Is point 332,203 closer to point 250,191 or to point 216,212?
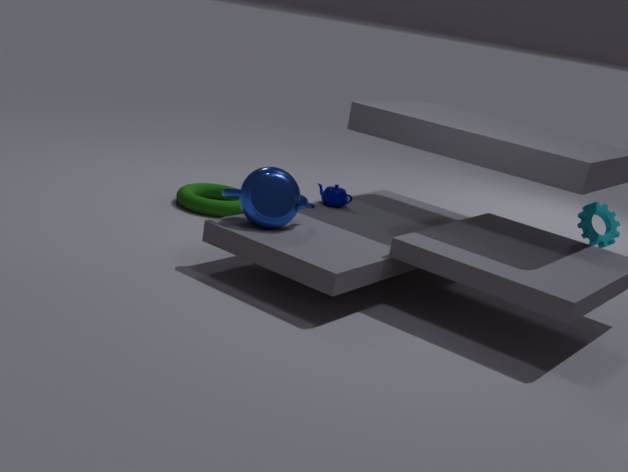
point 250,191
